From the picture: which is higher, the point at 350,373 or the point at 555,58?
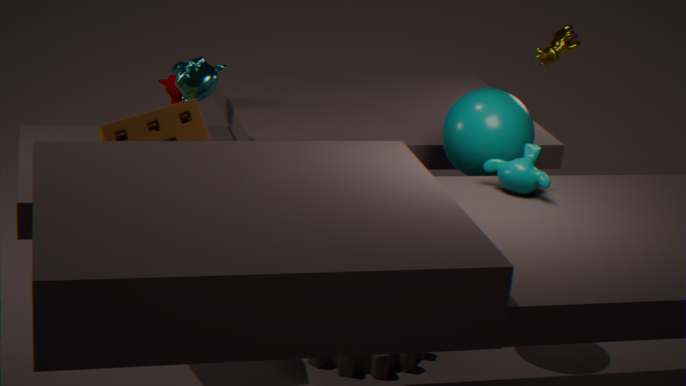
the point at 555,58
